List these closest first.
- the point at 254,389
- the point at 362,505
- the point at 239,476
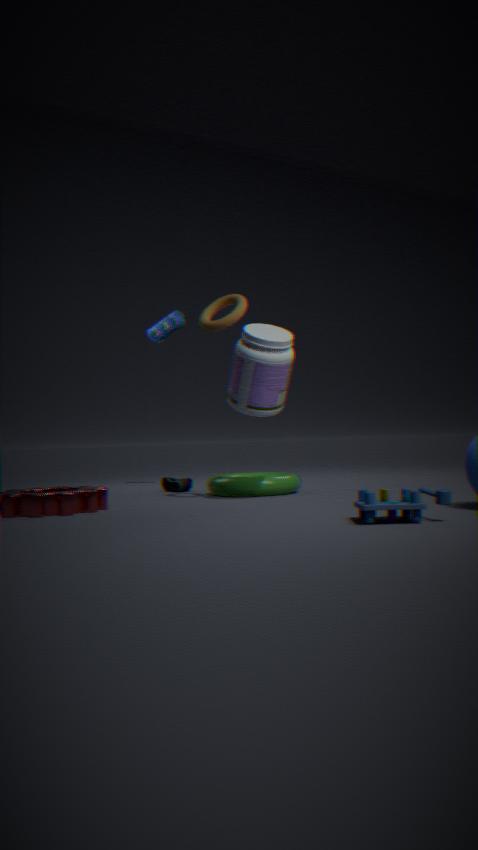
the point at 362,505
the point at 254,389
the point at 239,476
